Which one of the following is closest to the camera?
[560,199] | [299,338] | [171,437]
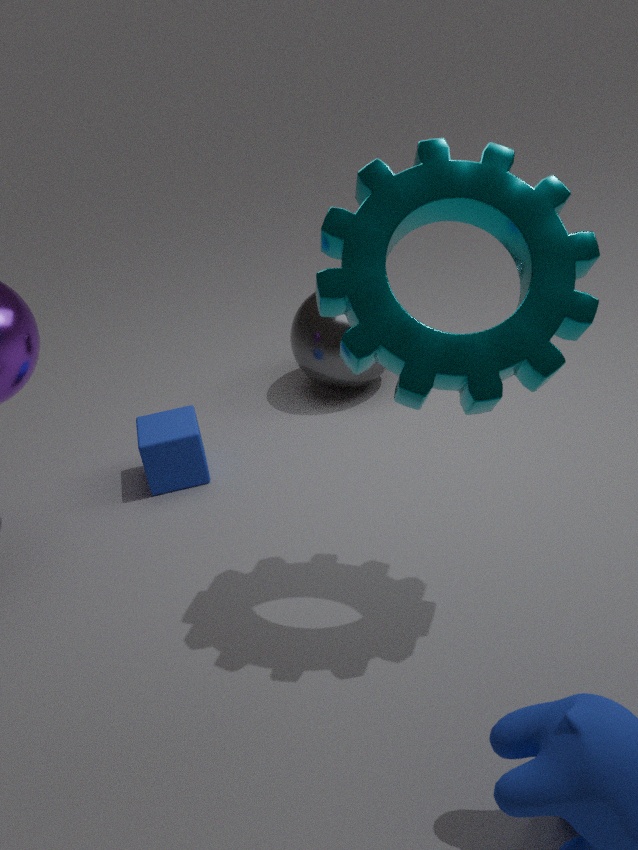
[560,199]
